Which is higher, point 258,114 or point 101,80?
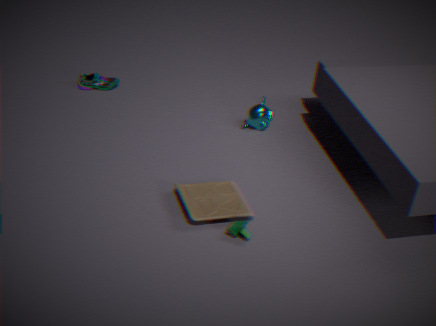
point 258,114
